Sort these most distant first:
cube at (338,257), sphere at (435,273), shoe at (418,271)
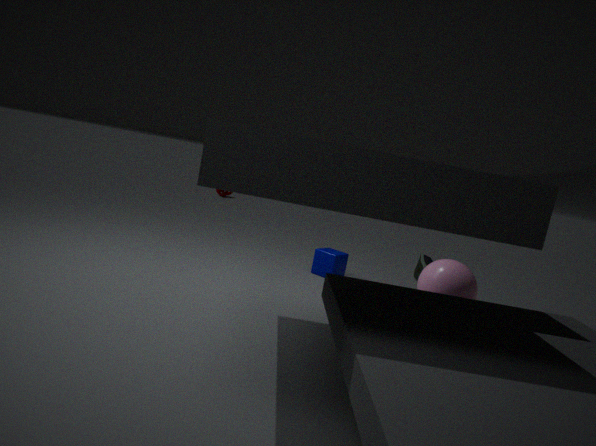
1. shoe at (418,271)
2. cube at (338,257)
3. sphere at (435,273)
